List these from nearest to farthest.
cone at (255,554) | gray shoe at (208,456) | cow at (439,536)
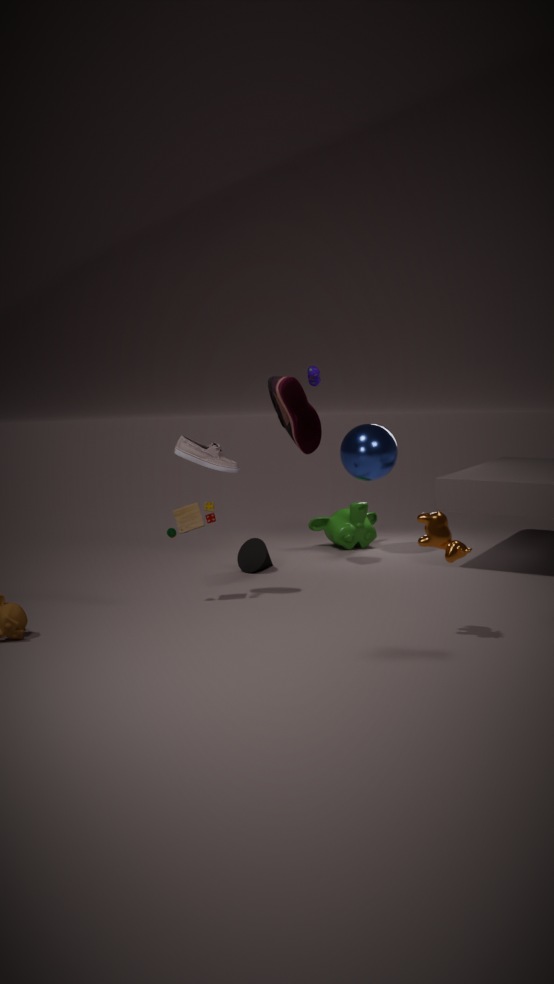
cow at (439,536), gray shoe at (208,456), cone at (255,554)
